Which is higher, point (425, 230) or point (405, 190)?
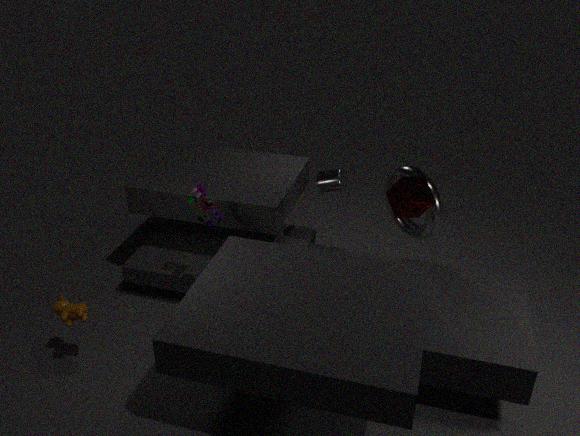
point (405, 190)
